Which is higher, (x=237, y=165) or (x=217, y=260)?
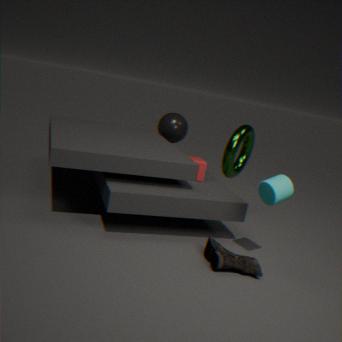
(x=237, y=165)
